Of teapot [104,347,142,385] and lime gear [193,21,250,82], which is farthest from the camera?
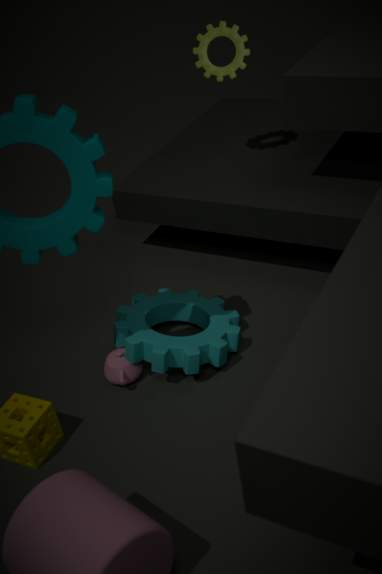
lime gear [193,21,250,82]
